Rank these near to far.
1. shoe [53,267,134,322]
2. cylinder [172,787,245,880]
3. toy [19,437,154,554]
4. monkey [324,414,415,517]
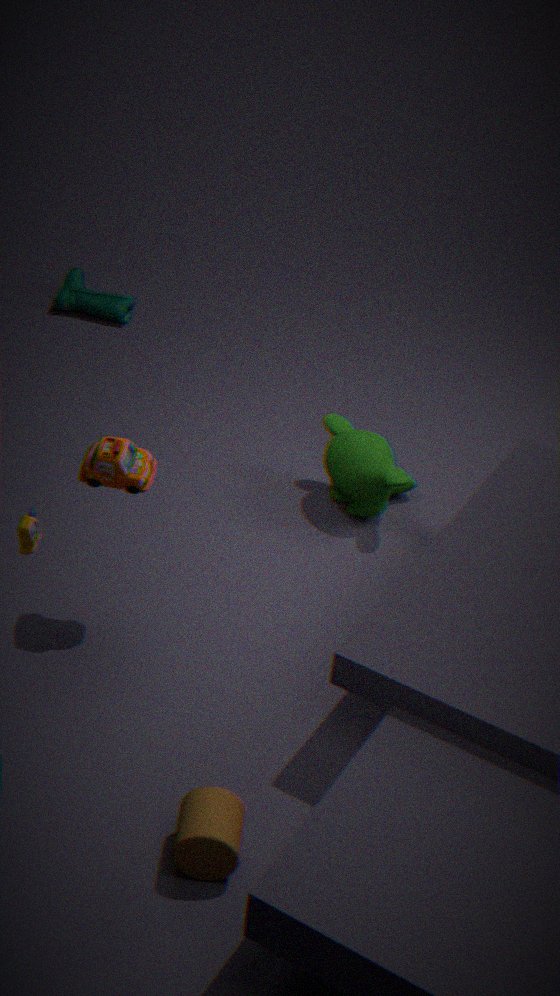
cylinder [172,787,245,880] → toy [19,437,154,554] → monkey [324,414,415,517] → shoe [53,267,134,322]
